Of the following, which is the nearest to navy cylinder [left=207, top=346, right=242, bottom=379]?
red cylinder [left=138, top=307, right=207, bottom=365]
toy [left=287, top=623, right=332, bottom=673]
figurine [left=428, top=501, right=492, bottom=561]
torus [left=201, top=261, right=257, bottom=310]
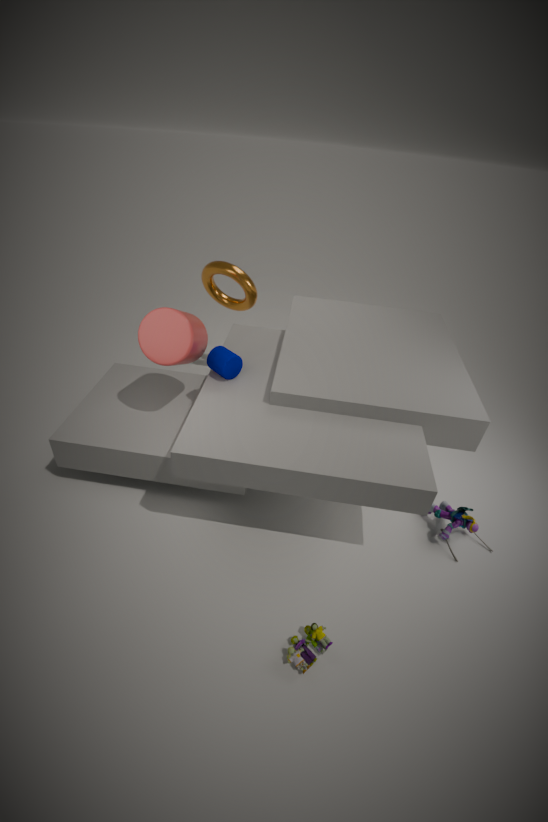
→ red cylinder [left=138, top=307, right=207, bottom=365]
